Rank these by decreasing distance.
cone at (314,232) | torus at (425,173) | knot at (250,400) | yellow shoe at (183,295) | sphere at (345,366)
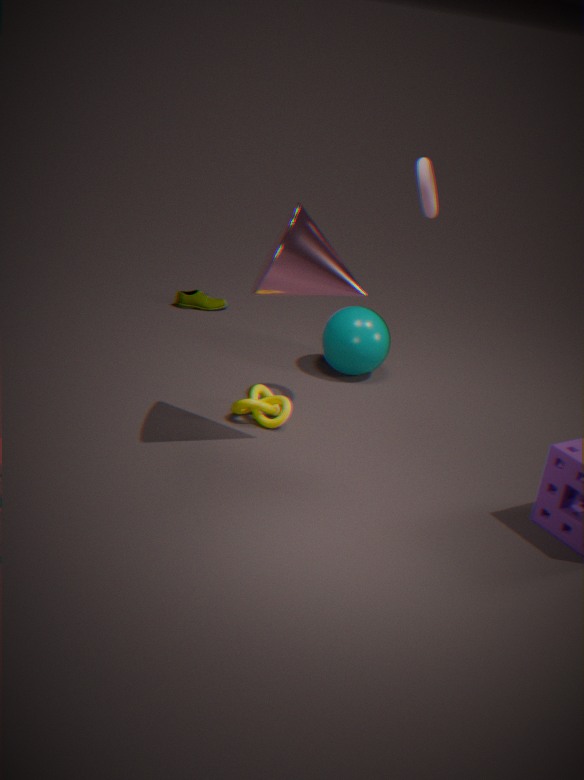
1. yellow shoe at (183,295)
2. sphere at (345,366)
3. knot at (250,400)
4. torus at (425,173)
5. cone at (314,232)
